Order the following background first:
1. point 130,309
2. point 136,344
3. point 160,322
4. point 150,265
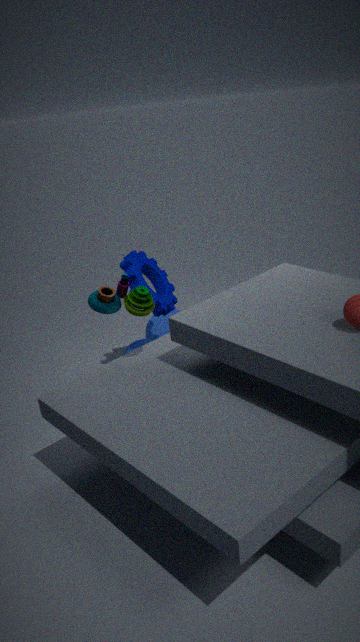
point 160,322 → point 136,344 → point 150,265 → point 130,309
